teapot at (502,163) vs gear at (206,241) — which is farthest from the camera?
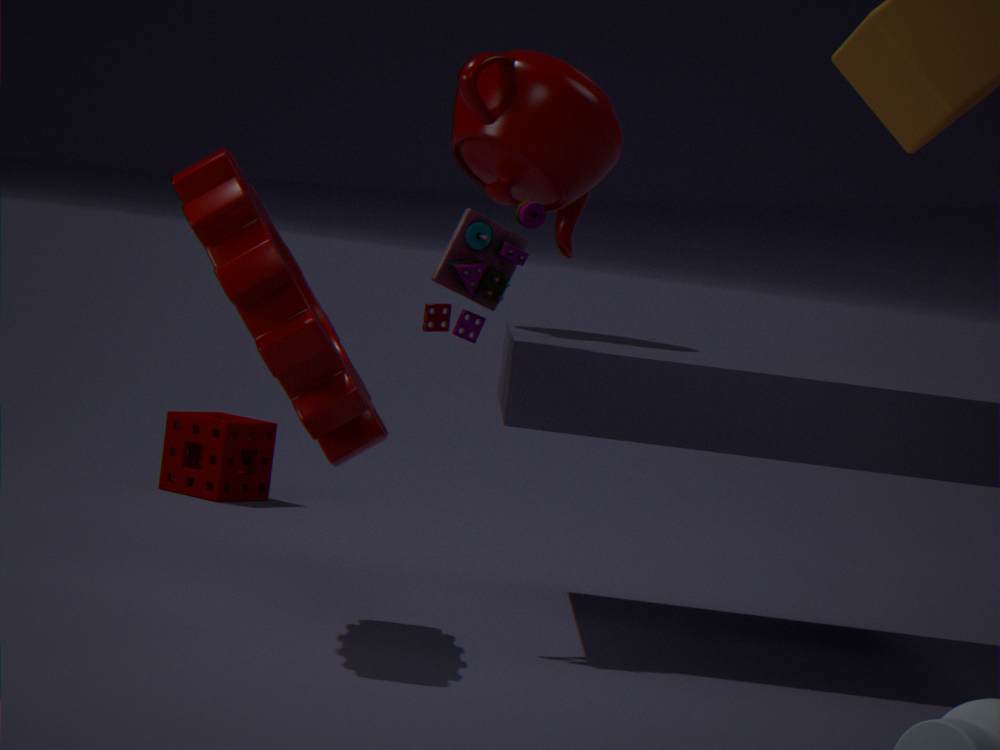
teapot at (502,163)
